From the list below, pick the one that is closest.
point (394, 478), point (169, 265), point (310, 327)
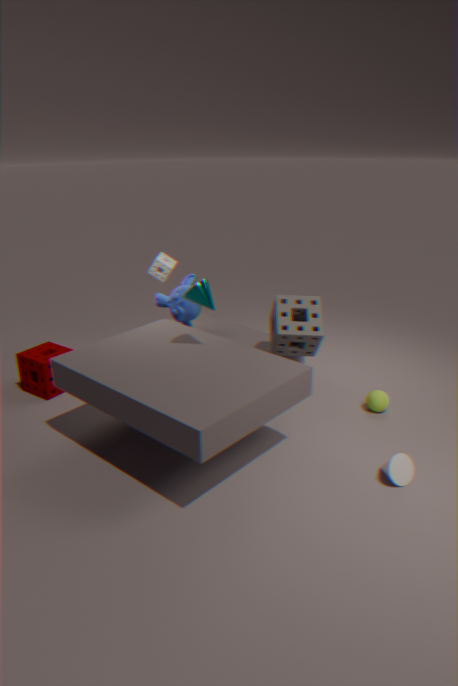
point (394, 478)
